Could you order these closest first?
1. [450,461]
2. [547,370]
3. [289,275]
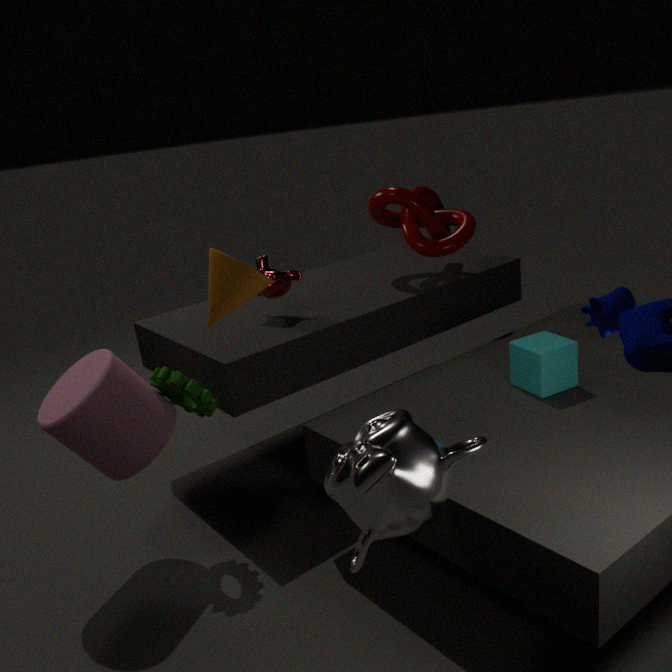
1. [450,461]
2. [547,370]
3. [289,275]
